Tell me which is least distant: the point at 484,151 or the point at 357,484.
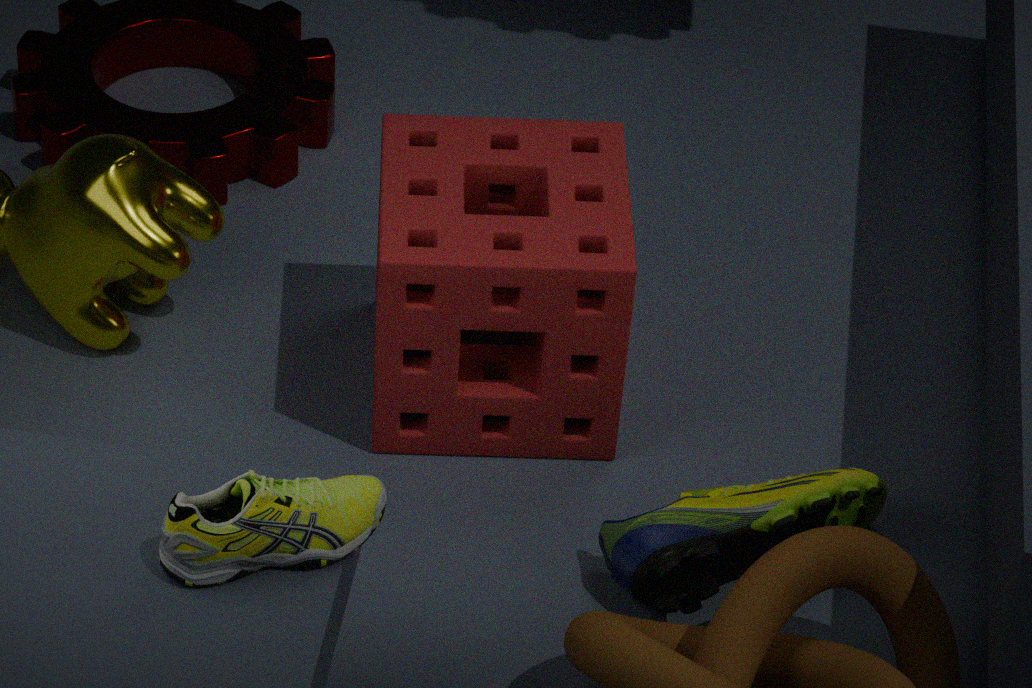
the point at 357,484
